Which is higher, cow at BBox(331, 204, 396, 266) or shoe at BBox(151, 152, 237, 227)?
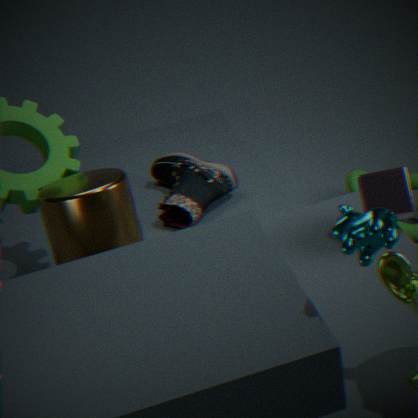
cow at BBox(331, 204, 396, 266)
